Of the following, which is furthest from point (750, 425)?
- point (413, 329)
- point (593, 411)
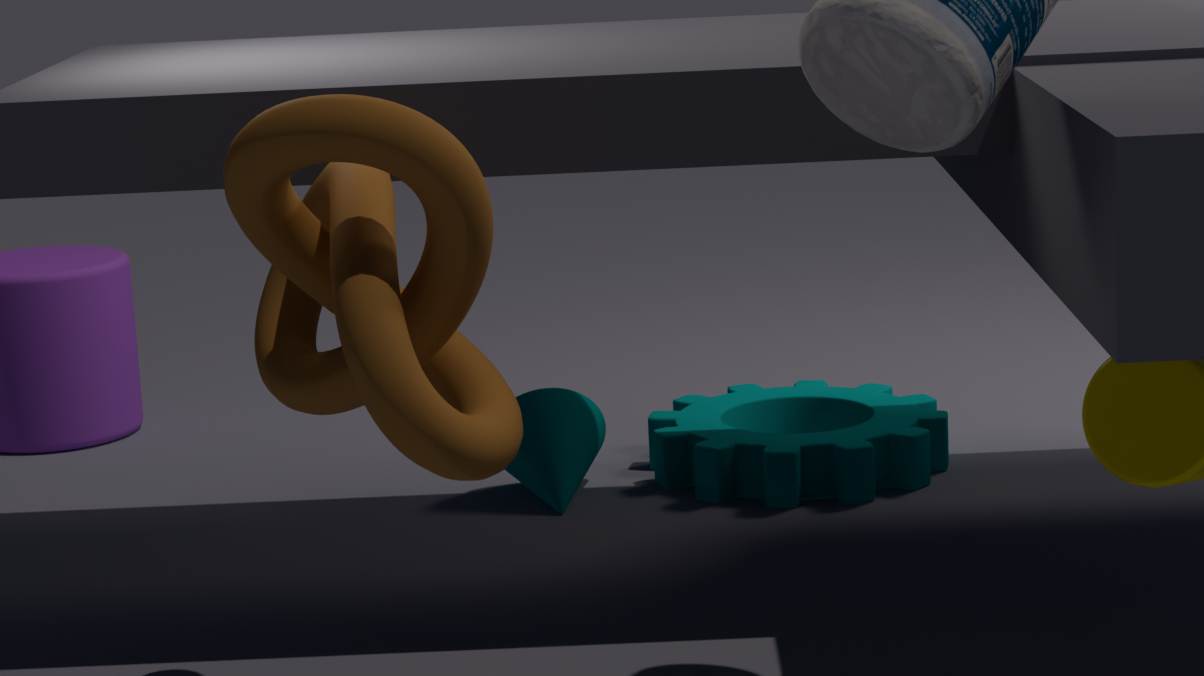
point (413, 329)
